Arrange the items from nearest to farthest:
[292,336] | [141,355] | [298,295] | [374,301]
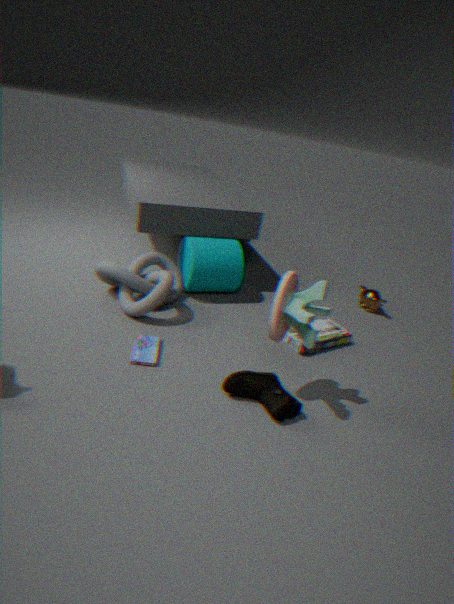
[298,295], [141,355], [292,336], [374,301]
